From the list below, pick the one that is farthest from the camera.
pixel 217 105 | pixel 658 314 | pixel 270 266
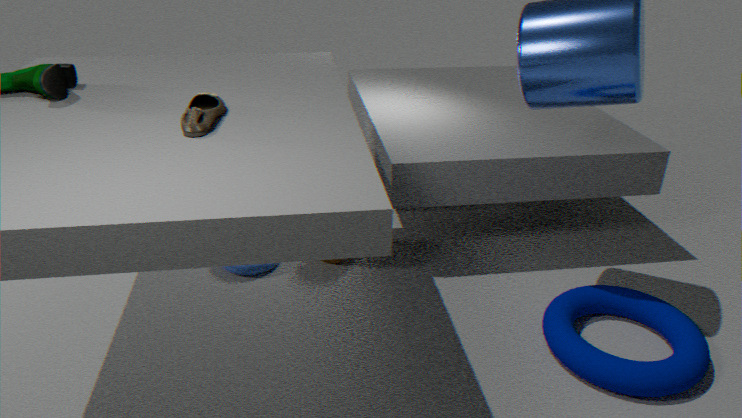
pixel 270 266
